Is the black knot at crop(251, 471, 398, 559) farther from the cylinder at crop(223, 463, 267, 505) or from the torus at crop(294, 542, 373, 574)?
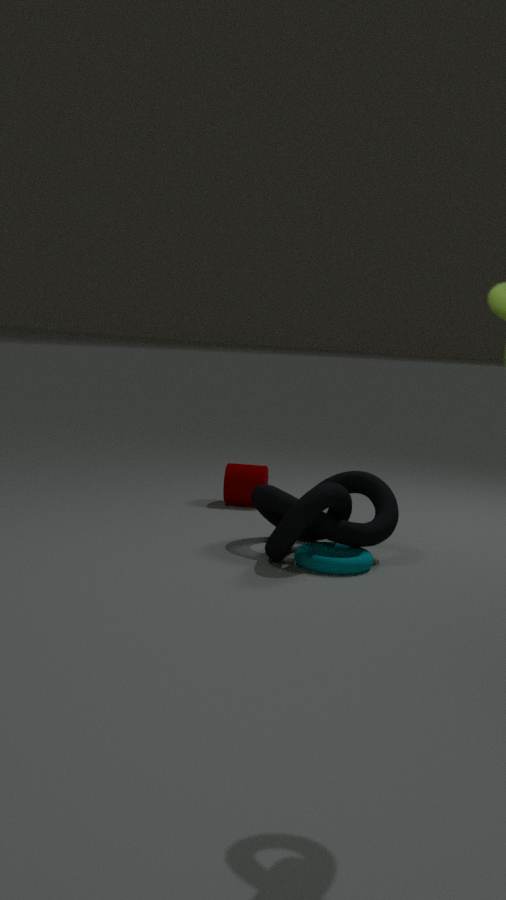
the cylinder at crop(223, 463, 267, 505)
